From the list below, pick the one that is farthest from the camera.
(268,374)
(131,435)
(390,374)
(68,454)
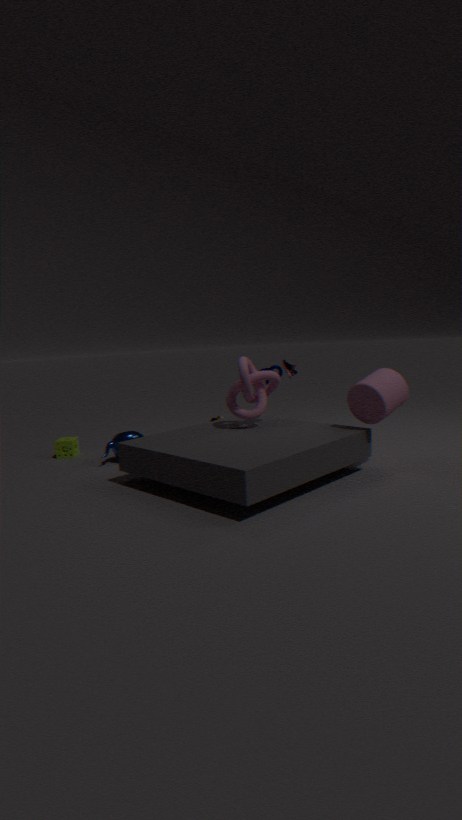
(68,454)
